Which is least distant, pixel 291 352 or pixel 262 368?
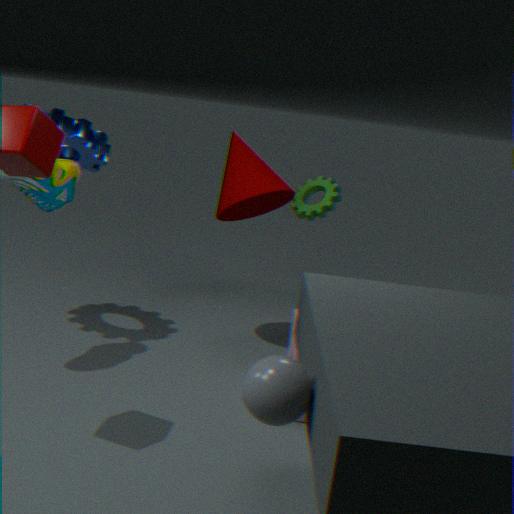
pixel 262 368
